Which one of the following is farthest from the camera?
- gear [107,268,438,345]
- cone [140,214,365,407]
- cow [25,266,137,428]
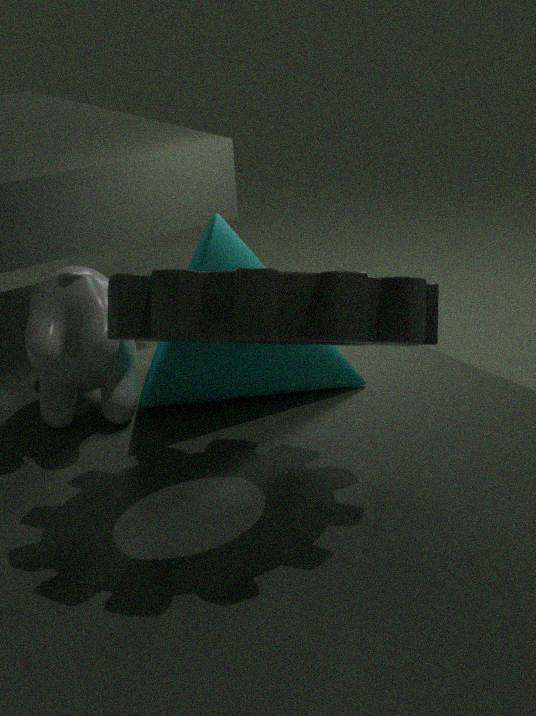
cone [140,214,365,407]
